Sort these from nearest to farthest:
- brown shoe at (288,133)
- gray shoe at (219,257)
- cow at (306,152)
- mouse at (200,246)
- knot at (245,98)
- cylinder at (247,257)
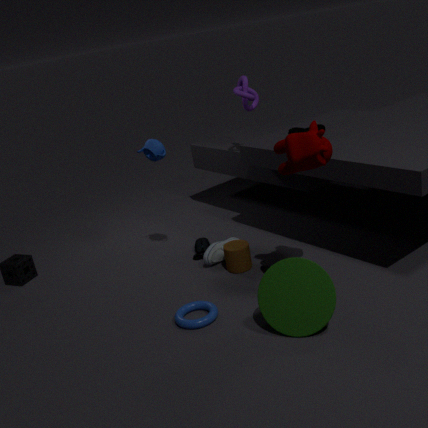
cow at (306,152), cylinder at (247,257), gray shoe at (219,257), brown shoe at (288,133), knot at (245,98), mouse at (200,246)
